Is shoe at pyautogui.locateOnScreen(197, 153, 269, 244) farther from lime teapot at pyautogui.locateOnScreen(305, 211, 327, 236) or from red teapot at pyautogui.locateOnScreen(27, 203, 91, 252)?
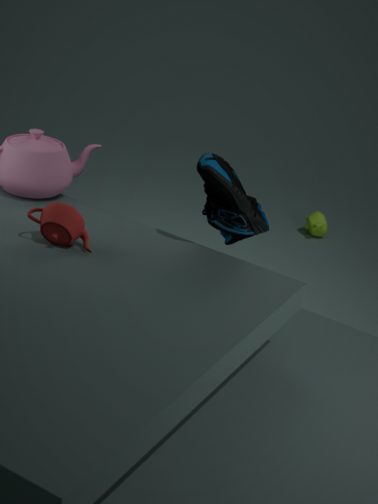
lime teapot at pyautogui.locateOnScreen(305, 211, 327, 236)
